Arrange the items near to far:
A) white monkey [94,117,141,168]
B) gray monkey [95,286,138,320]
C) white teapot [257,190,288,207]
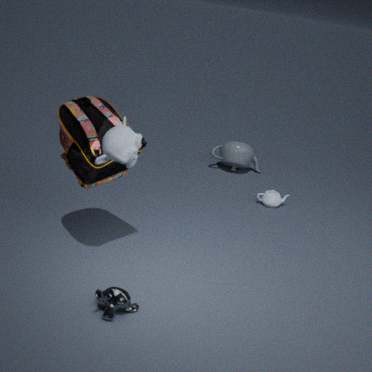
white monkey [94,117,141,168]
gray monkey [95,286,138,320]
white teapot [257,190,288,207]
